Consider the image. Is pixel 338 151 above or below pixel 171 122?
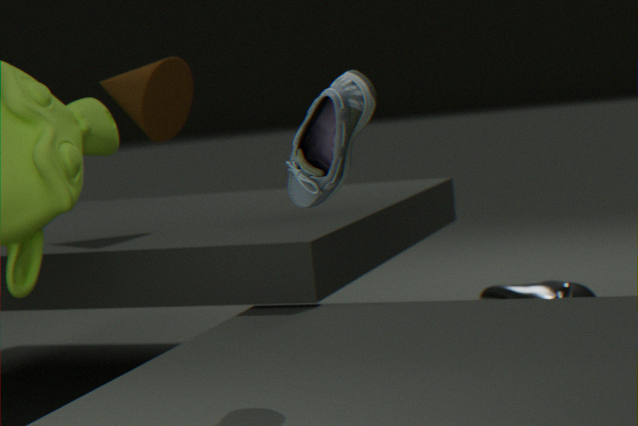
below
